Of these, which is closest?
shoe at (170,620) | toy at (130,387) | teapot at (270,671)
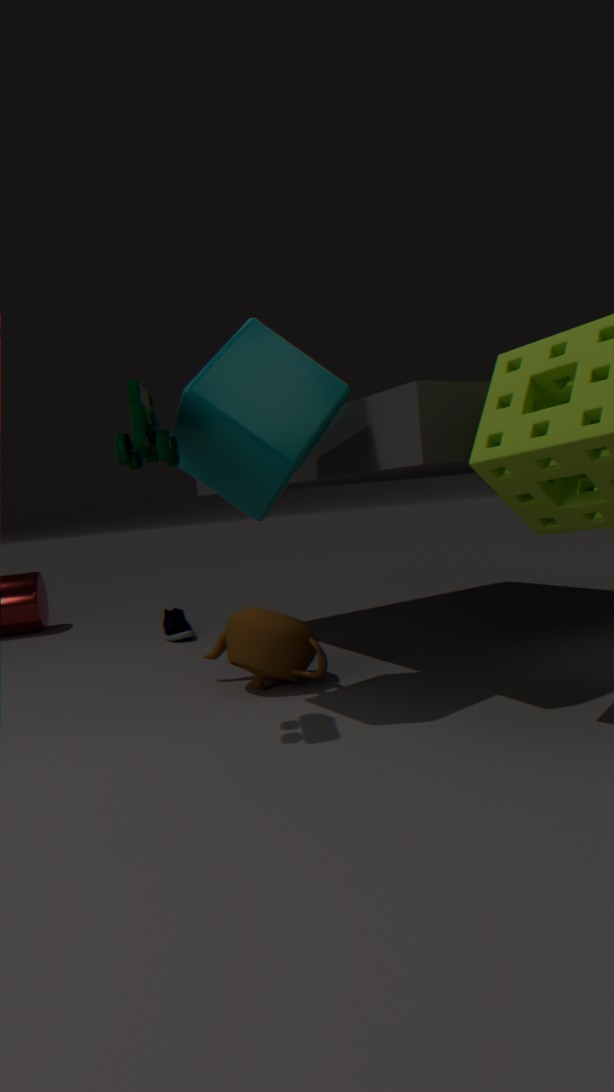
toy at (130,387)
